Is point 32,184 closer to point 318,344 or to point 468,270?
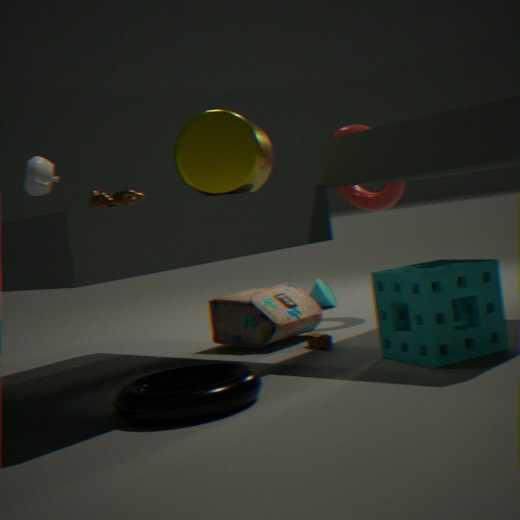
point 318,344
